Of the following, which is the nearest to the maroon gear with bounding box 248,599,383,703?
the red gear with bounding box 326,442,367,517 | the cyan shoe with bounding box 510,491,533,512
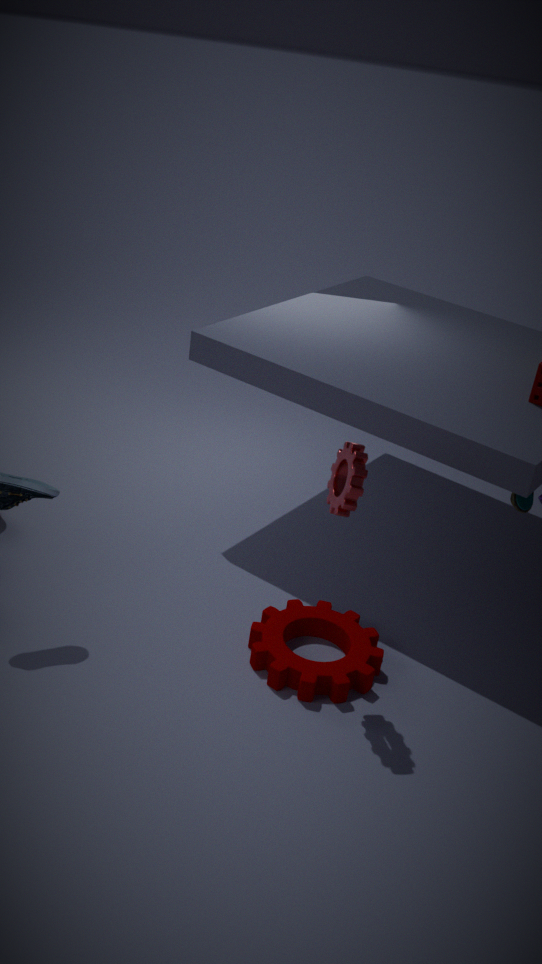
the red gear with bounding box 326,442,367,517
